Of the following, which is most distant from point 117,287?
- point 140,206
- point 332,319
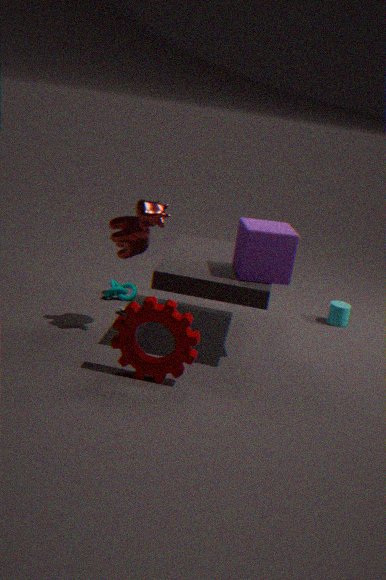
point 332,319
